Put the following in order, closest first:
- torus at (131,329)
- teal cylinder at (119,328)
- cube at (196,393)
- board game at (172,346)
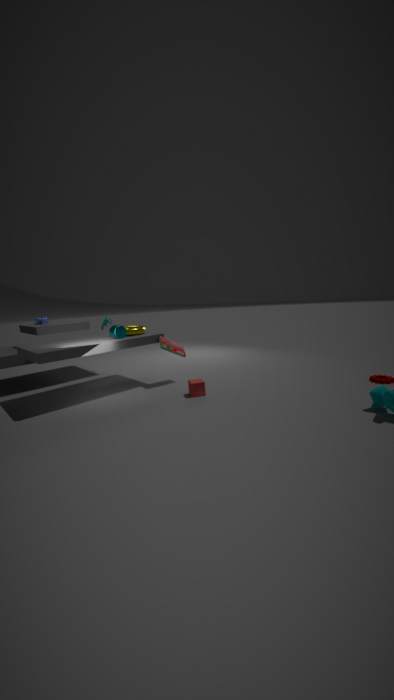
cube at (196,393) → teal cylinder at (119,328) → board game at (172,346) → torus at (131,329)
